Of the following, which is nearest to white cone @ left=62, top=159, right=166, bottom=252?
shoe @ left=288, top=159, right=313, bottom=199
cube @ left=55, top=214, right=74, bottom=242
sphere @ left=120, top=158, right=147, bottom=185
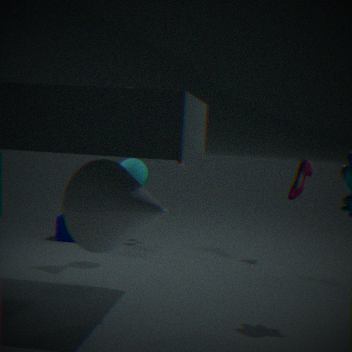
sphere @ left=120, top=158, right=147, bottom=185
